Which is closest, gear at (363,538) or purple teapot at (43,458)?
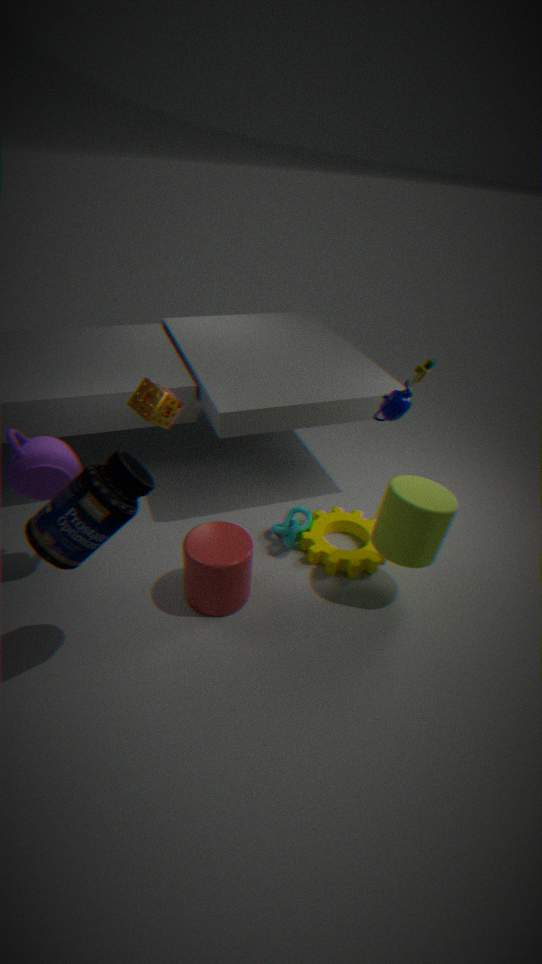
purple teapot at (43,458)
